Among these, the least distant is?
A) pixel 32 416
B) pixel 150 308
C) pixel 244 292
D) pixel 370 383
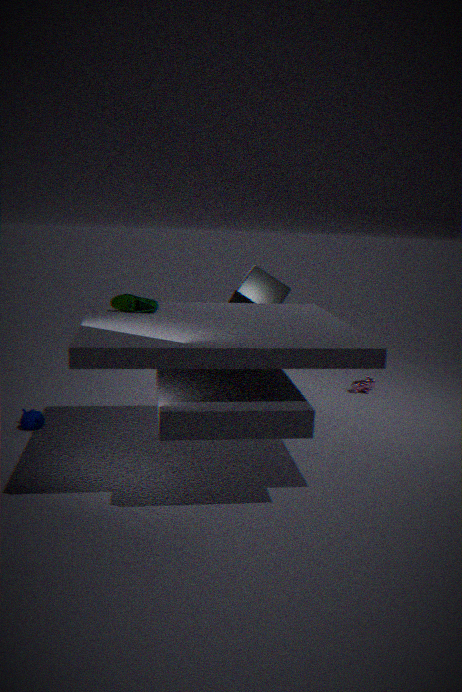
pixel 150 308
